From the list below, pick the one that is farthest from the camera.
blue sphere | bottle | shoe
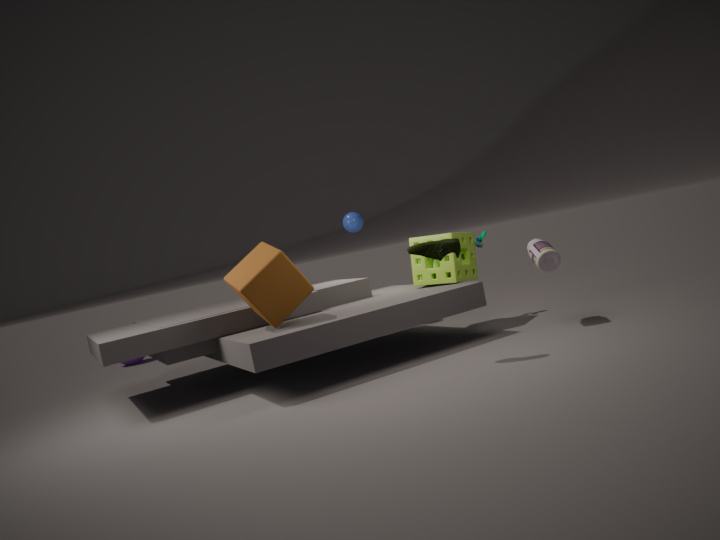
blue sphere
